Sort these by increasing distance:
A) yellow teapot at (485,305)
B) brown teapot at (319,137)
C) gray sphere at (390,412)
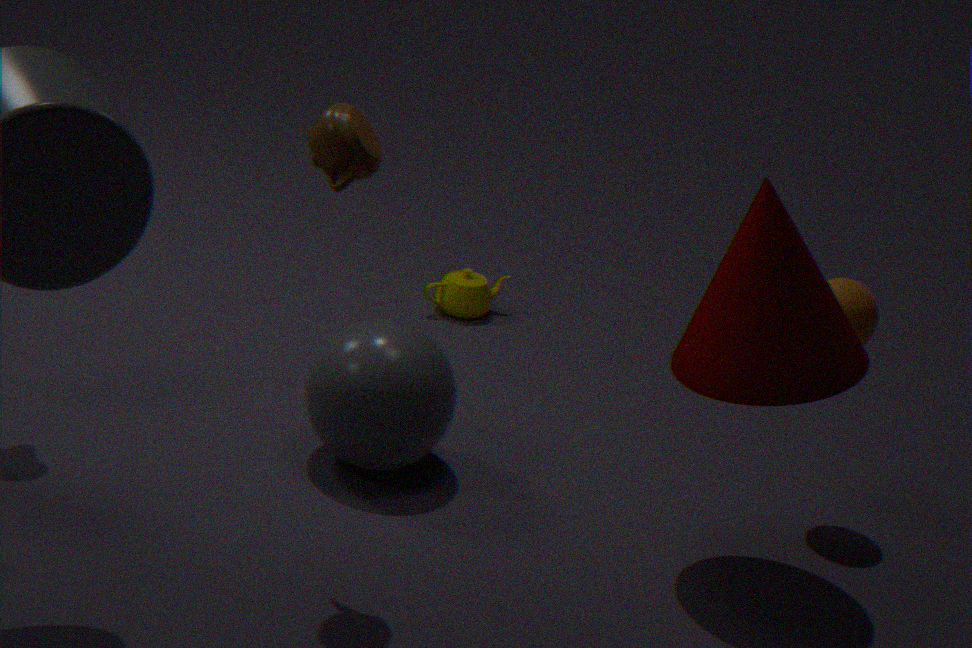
1. brown teapot at (319,137)
2. gray sphere at (390,412)
3. yellow teapot at (485,305)
